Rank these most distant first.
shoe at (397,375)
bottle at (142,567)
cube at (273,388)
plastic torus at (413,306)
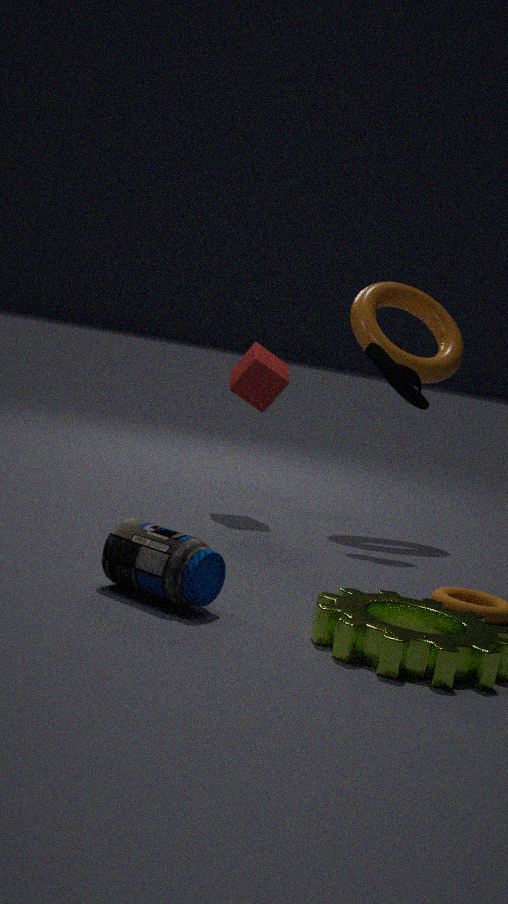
plastic torus at (413,306)
cube at (273,388)
shoe at (397,375)
bottle at (142,567)
